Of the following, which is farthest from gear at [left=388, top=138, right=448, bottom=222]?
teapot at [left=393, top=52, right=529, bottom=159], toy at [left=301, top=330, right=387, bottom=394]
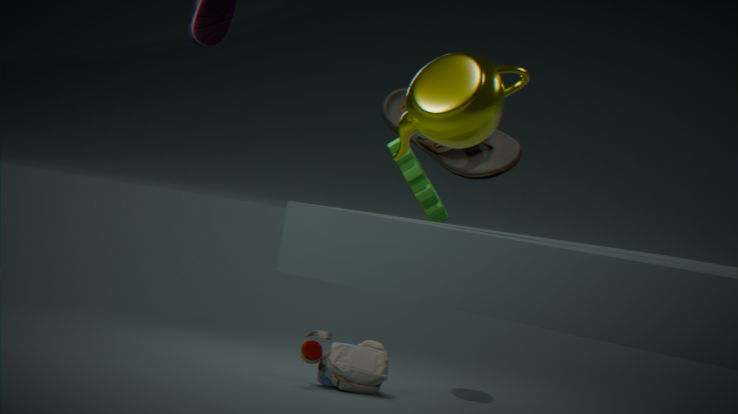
teapot at [left=393, top=52, right=529, bottom=159]
